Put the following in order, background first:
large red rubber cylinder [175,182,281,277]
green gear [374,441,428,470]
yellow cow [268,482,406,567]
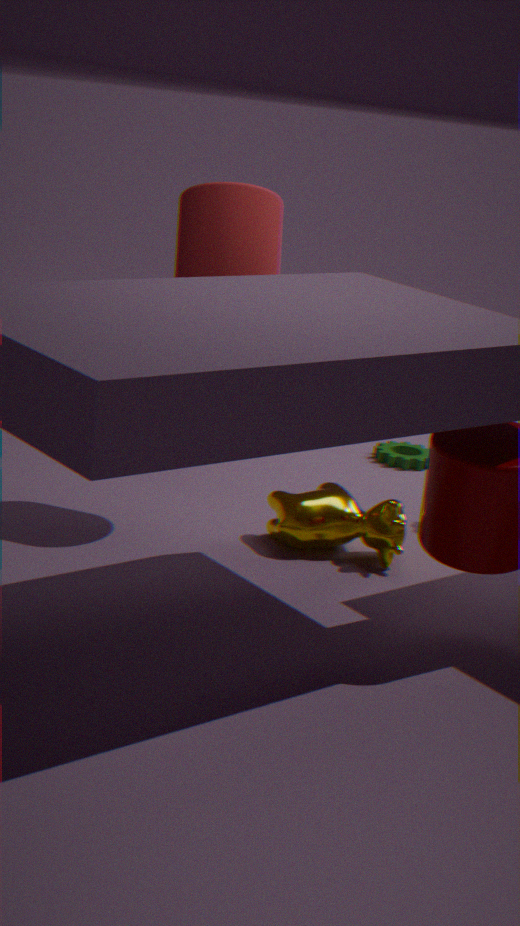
green gear [374,441,428,470] < yellow cow [268,482,406,567] < large red rubber cylinder [175,182,281,277]
